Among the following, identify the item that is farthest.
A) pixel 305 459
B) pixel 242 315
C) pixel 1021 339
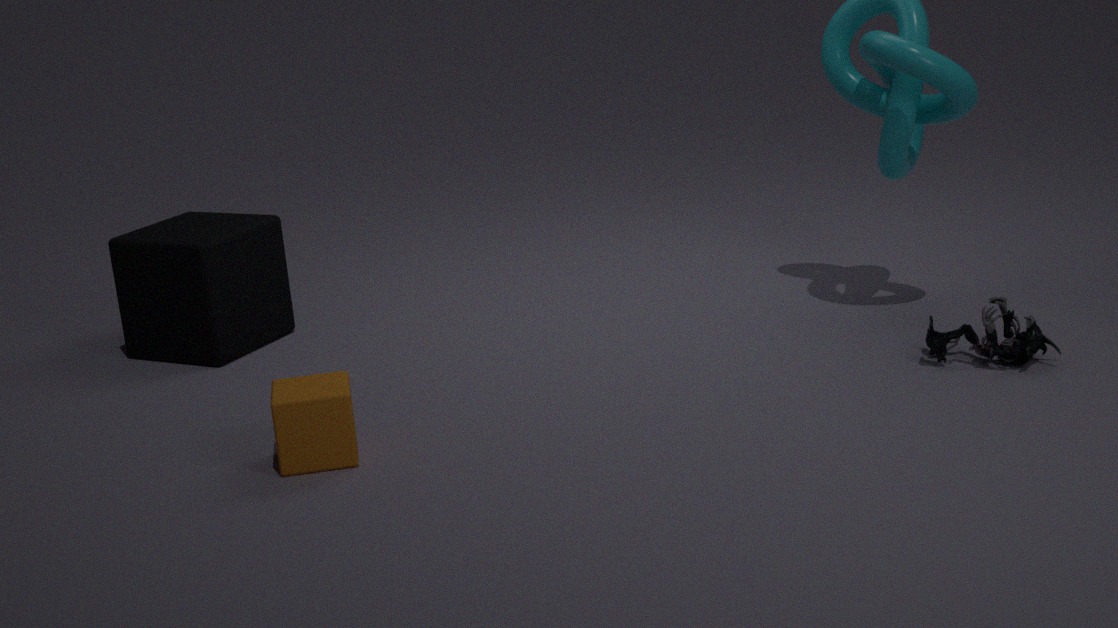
pixel 242 315
